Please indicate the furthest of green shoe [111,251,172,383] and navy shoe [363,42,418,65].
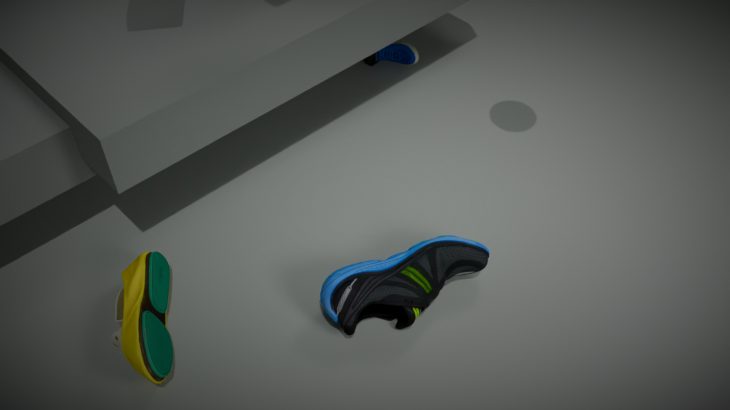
navy shoe [363,42,418,65]
